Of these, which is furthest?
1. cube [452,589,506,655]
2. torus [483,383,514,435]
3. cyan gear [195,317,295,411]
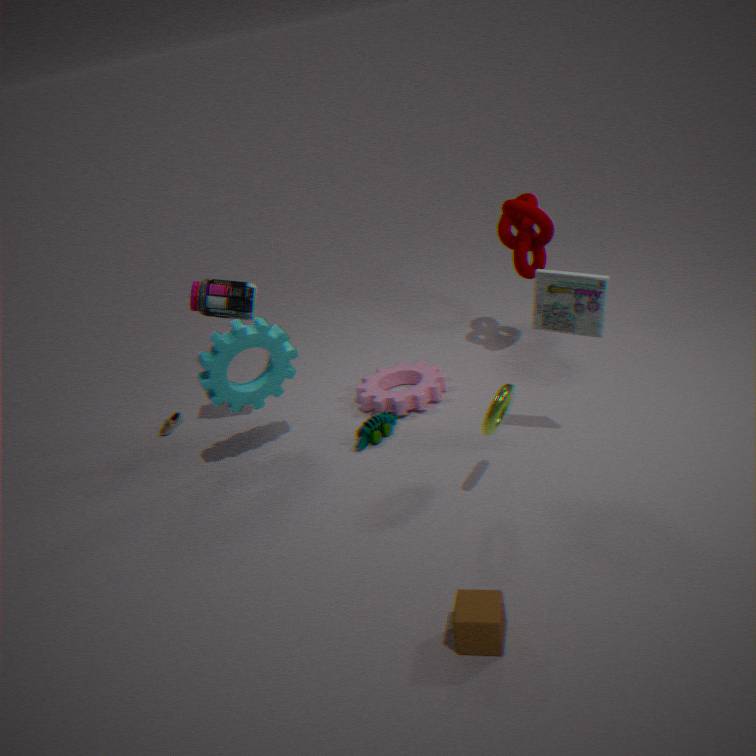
cyan gear [195,317,295,411]
